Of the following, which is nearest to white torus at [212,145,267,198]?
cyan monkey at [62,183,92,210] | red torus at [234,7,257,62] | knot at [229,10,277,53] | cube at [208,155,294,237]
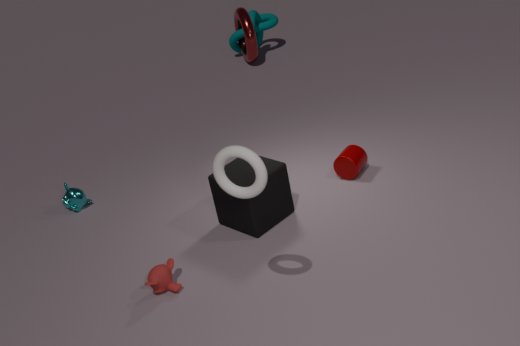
cube at [208,155,294,237]
